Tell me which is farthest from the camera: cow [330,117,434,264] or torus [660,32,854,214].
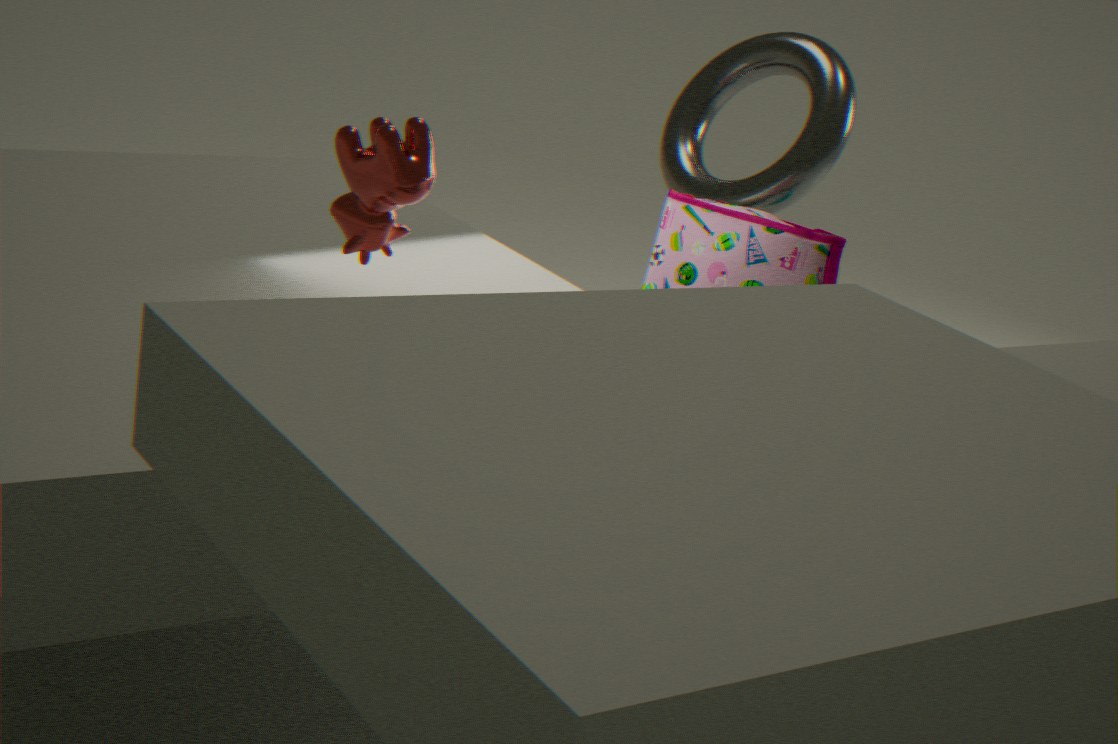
torus [660,32,854,214]
